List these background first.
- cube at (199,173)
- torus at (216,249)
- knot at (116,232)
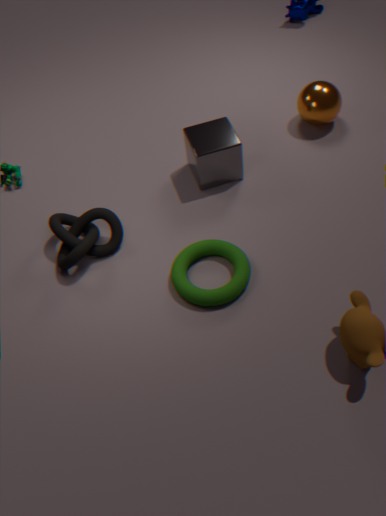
cube at (199,173)
knot at (116,232)
torus at (216,249)
